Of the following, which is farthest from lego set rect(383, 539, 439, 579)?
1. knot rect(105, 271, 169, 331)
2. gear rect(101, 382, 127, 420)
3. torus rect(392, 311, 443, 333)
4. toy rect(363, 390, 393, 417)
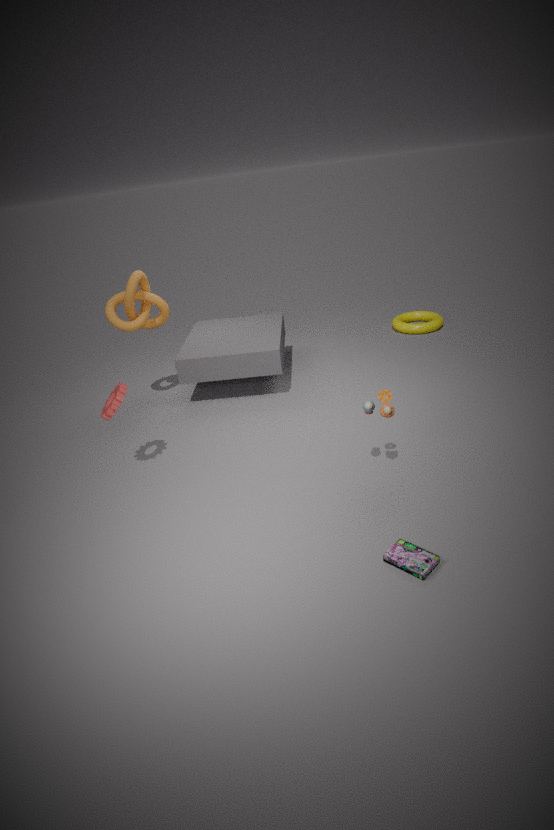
torus rect(392, 311, 443, 333)
